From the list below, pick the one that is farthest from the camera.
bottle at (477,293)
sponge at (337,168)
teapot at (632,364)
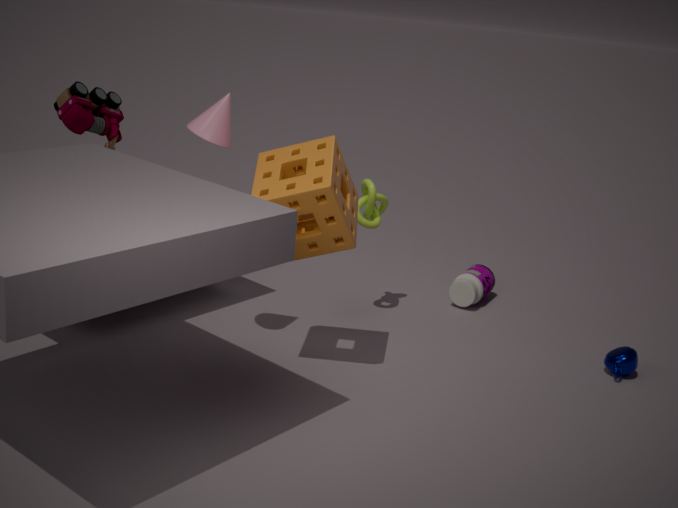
bottle at (477,293)
